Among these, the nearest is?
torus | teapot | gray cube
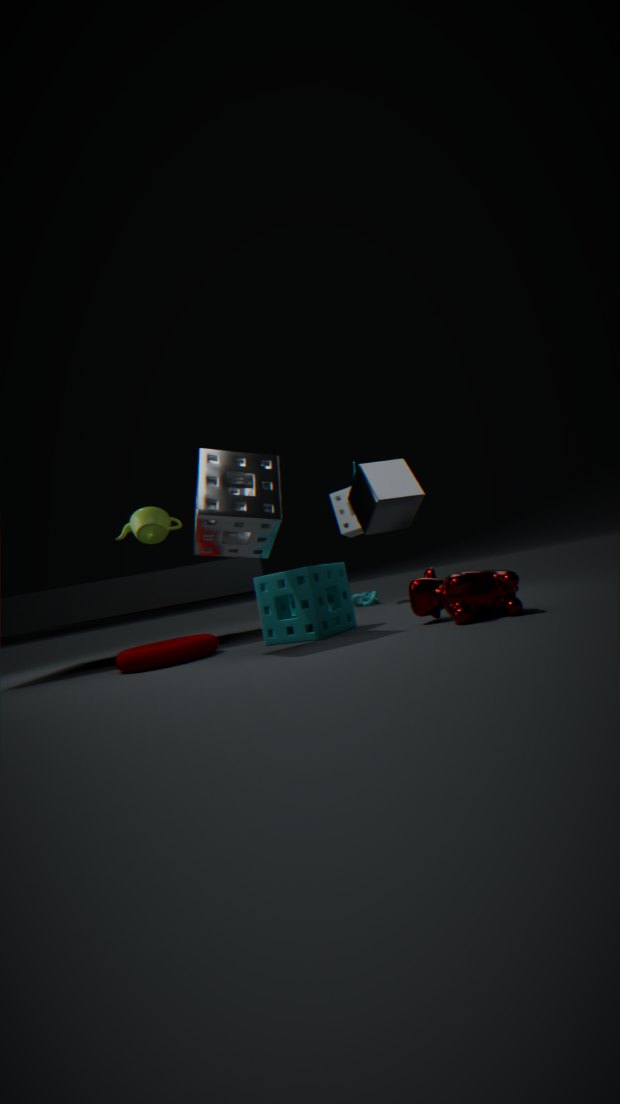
torus
